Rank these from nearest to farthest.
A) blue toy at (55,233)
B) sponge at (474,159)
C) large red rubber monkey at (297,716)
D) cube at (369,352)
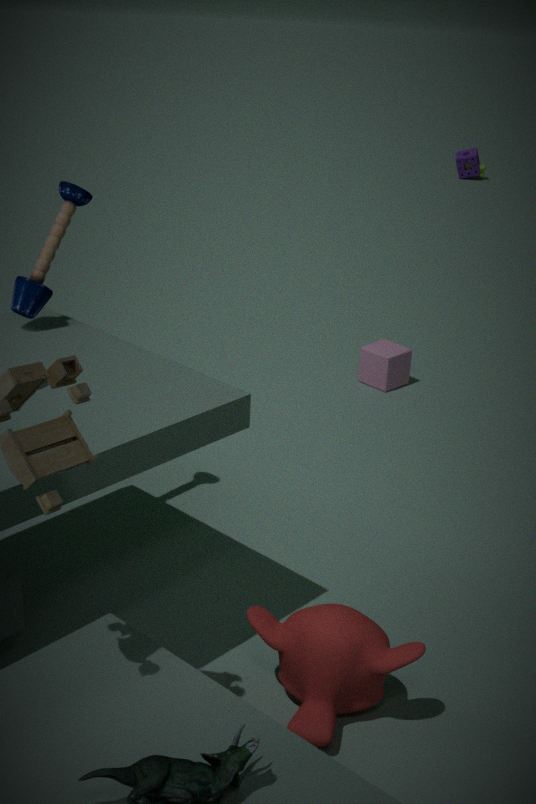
large red rubber monkey at (297,716)
blue toy at (55,233)
cube at (369,352)
sponge at (474,159)
